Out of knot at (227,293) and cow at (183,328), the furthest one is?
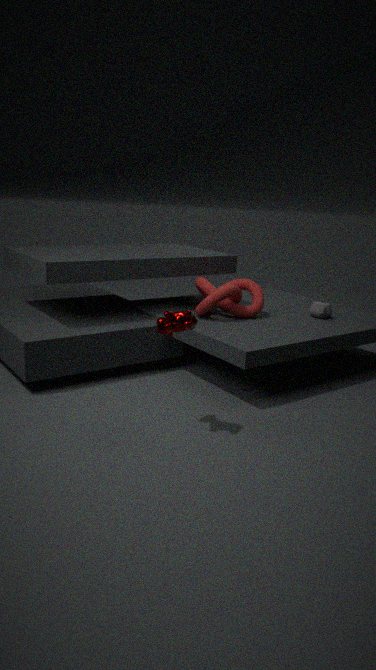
knot at (227,293)
